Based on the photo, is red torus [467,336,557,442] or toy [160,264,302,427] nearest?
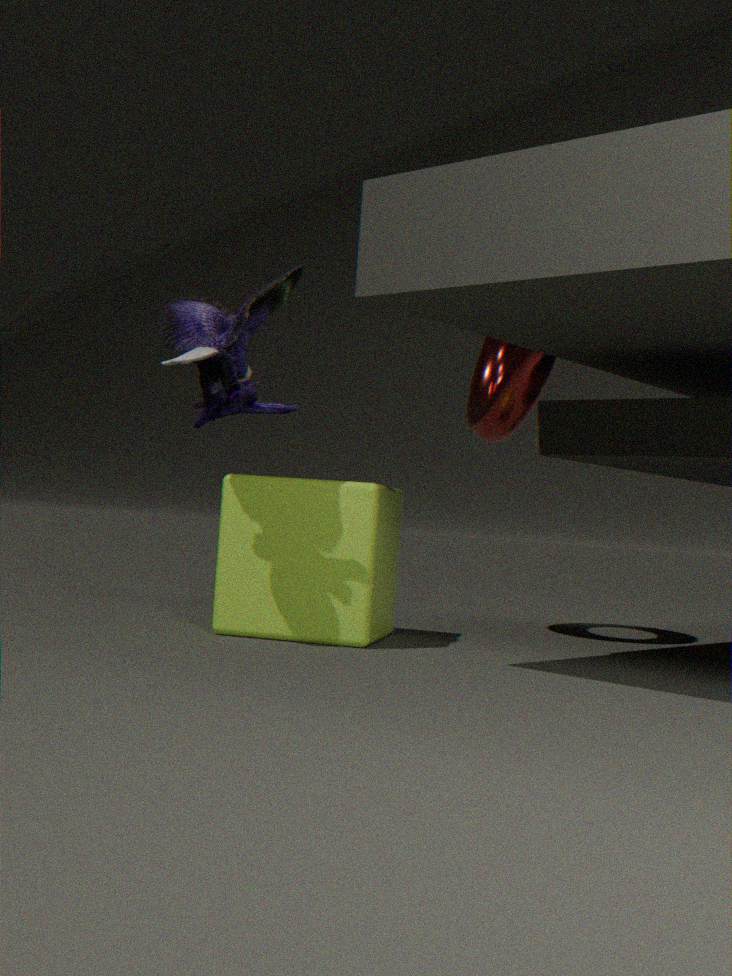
toy [160,264,302,427]
